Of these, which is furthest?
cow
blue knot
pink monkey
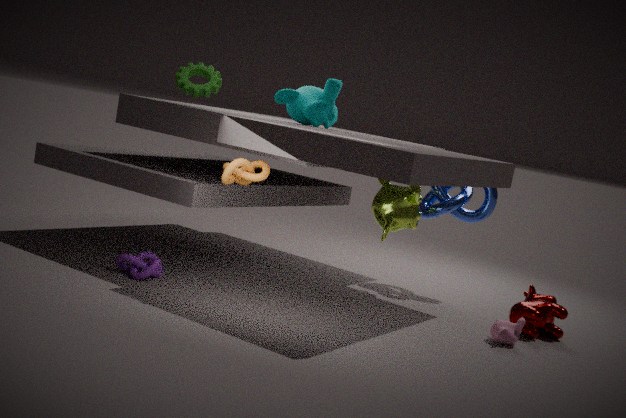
blue knot
